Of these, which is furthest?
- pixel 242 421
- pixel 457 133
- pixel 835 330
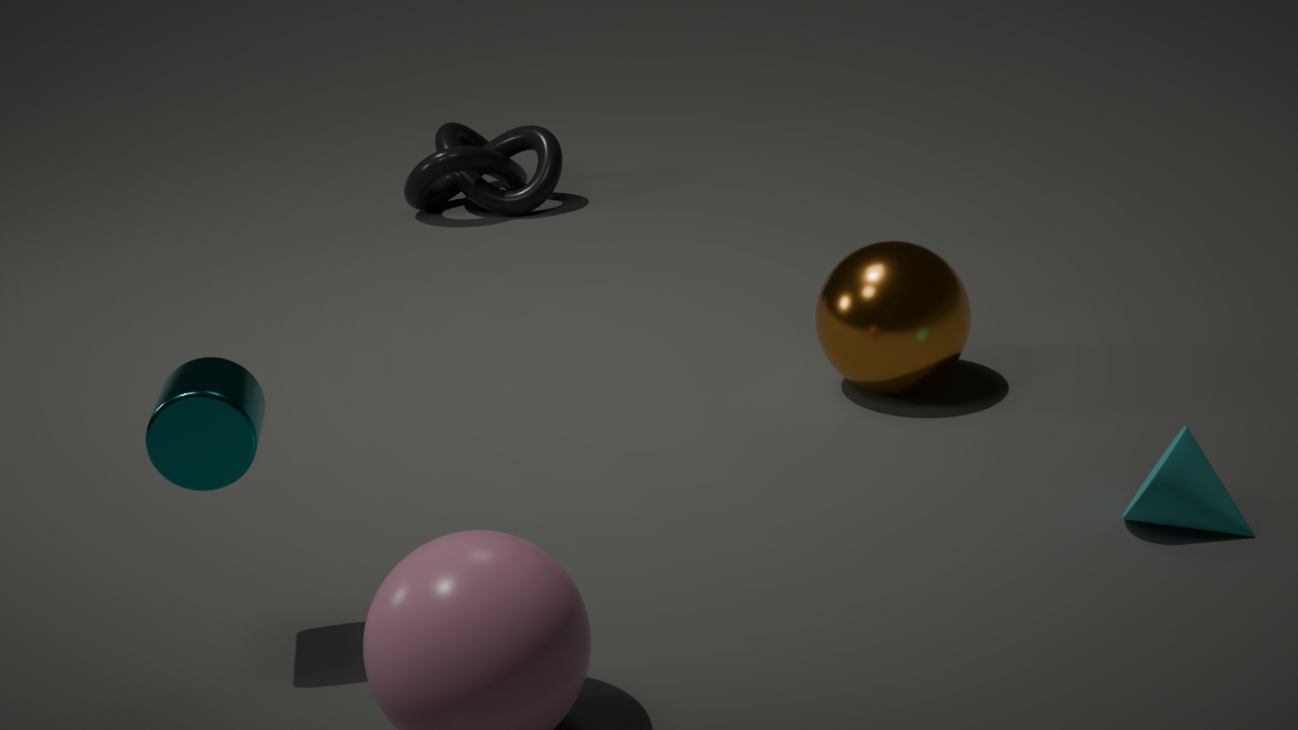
pixel 457 133
